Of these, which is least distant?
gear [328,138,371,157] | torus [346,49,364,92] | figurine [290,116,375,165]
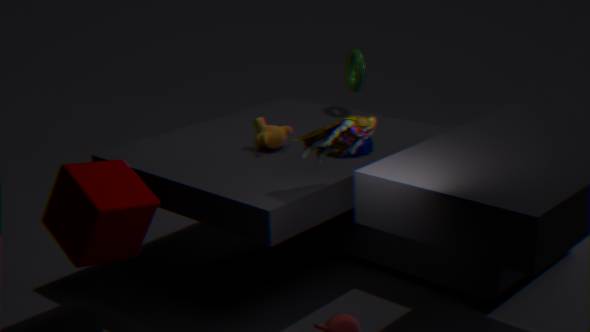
figurine [290,116,375,165]
